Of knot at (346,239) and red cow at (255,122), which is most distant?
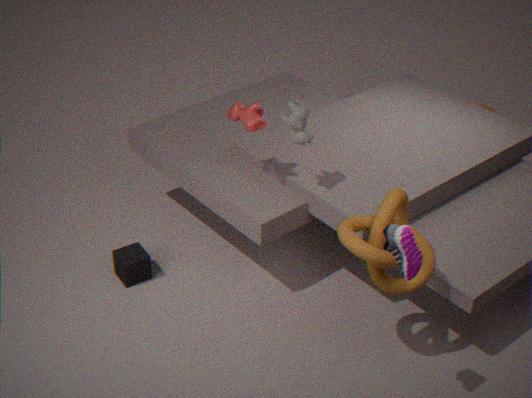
red cow at (255,122)
